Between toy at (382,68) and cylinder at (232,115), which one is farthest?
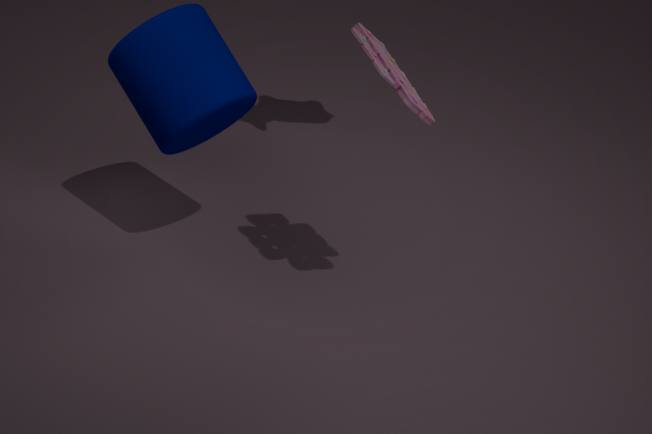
cylinder at (232,115)
